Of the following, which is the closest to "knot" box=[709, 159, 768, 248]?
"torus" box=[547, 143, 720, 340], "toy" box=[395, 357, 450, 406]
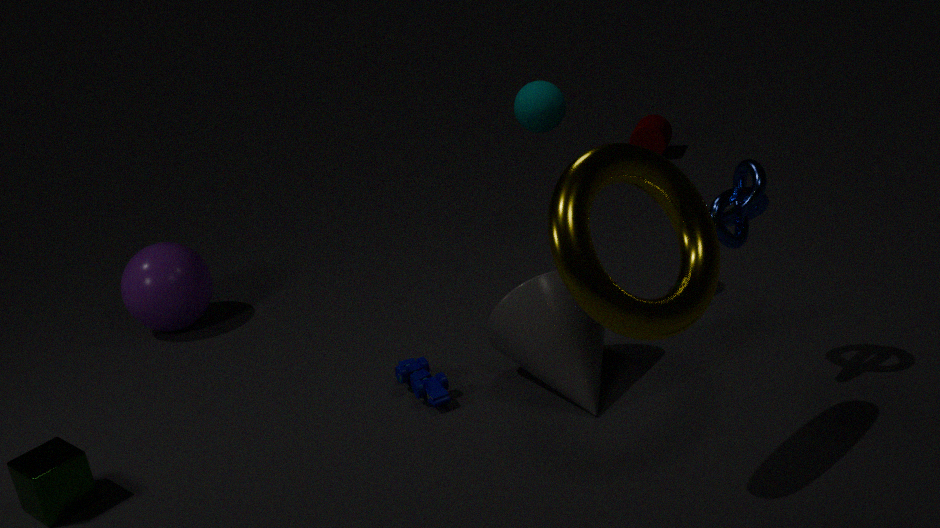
"torus" box=[547, 143, 720, 340]
